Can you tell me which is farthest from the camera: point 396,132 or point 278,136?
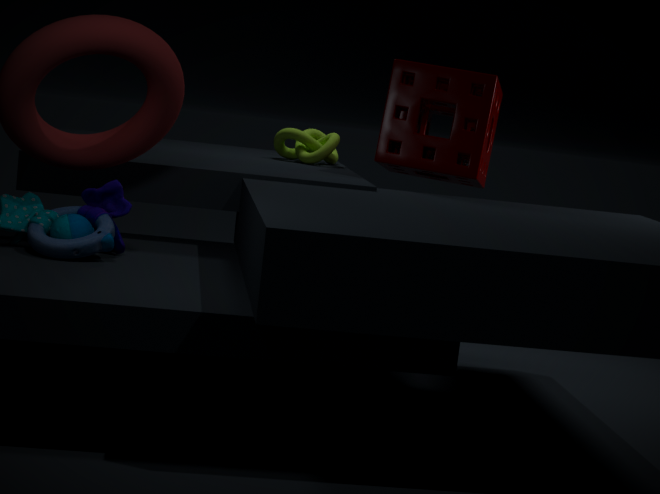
point 278,136
